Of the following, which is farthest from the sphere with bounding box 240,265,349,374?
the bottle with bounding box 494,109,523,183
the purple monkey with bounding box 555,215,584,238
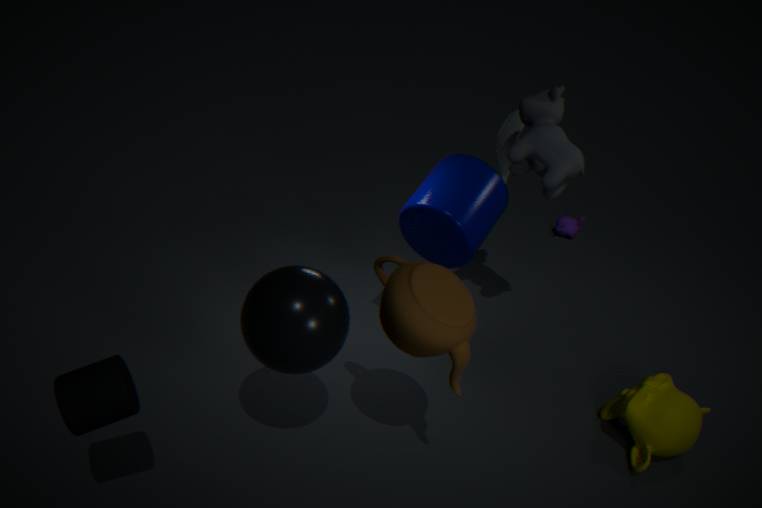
the purple monkey with bounding box 555,215,584,238
